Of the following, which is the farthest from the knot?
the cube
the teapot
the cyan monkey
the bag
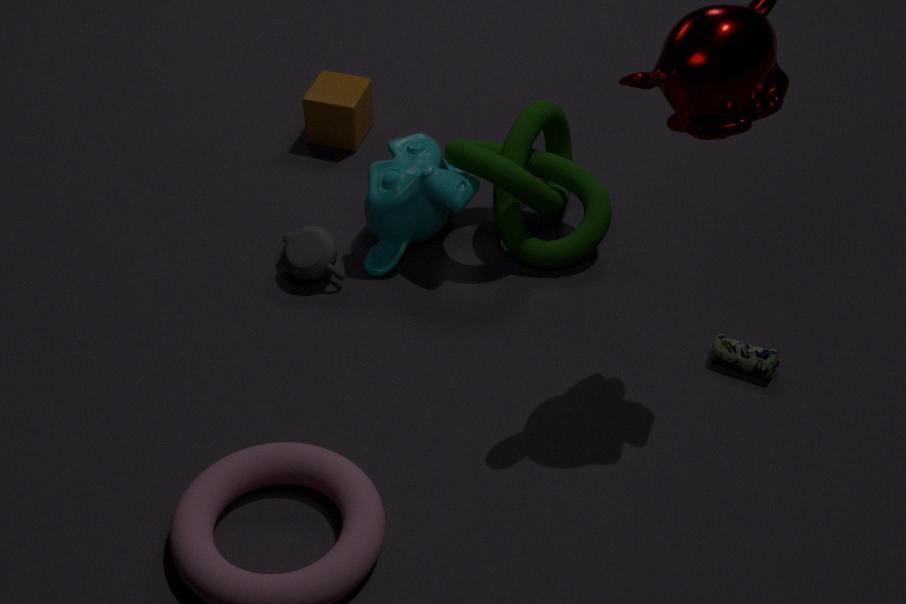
the bag
